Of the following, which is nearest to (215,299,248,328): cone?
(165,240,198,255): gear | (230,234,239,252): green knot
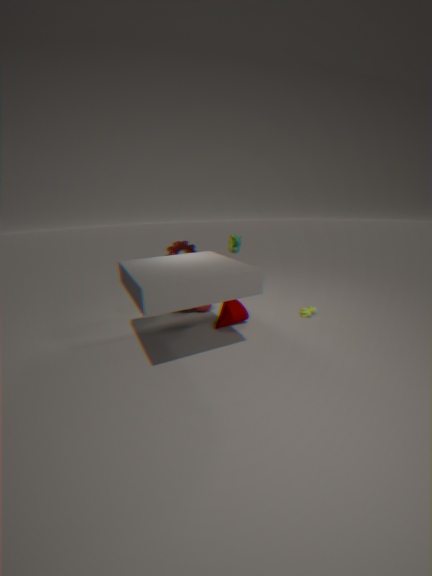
(165,240,198,255): gear
